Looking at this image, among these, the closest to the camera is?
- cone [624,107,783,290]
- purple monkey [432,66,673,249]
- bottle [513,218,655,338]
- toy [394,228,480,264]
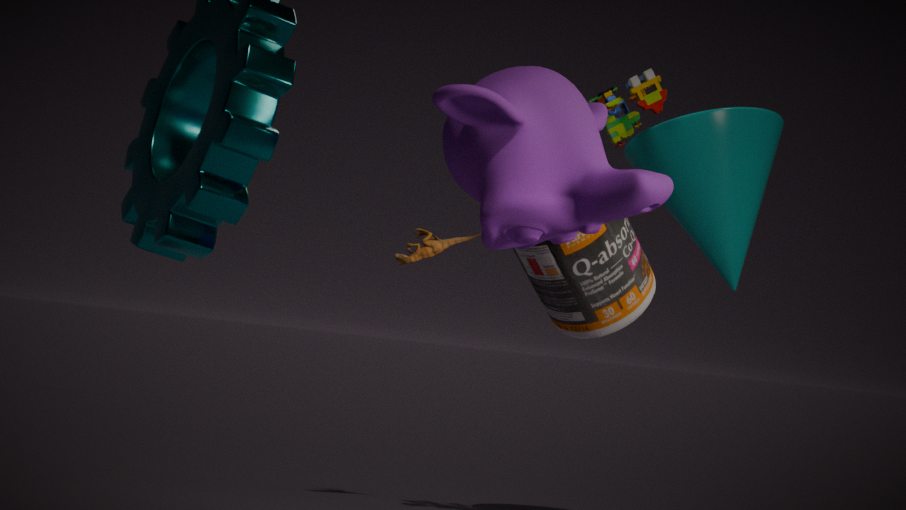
purple monkey [432,66,673,249]
